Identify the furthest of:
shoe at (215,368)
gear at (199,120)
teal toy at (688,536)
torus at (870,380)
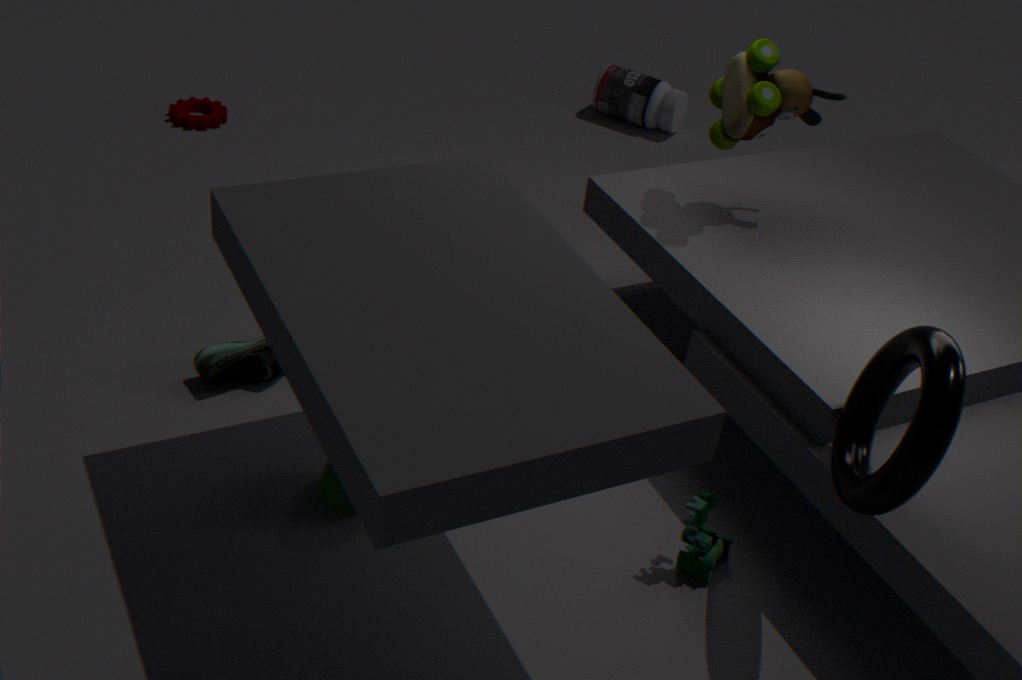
gear at (199,120)
